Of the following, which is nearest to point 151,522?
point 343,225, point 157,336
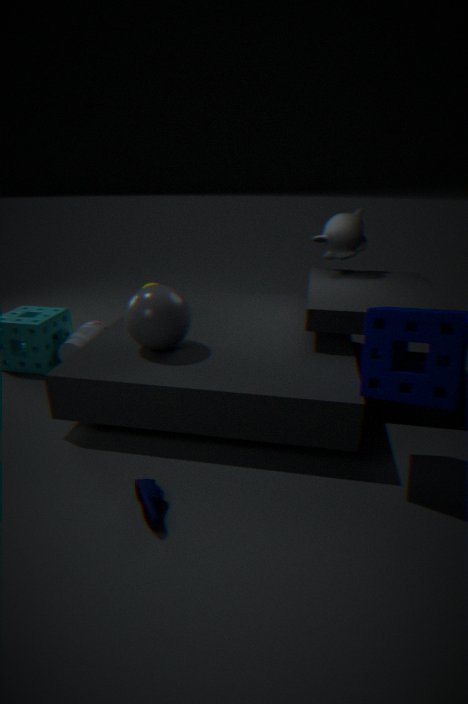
point 157,336
